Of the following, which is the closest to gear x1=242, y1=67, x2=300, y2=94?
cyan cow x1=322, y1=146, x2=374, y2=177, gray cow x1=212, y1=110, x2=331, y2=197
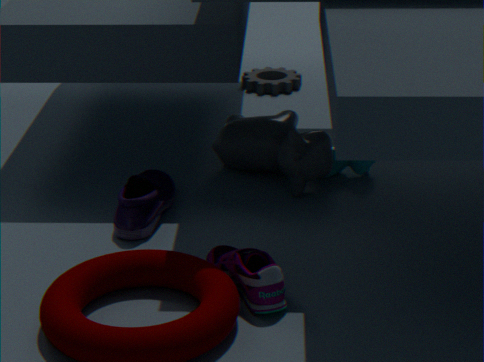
gray cow x1=212, y1=110, x2=331, y2=197
